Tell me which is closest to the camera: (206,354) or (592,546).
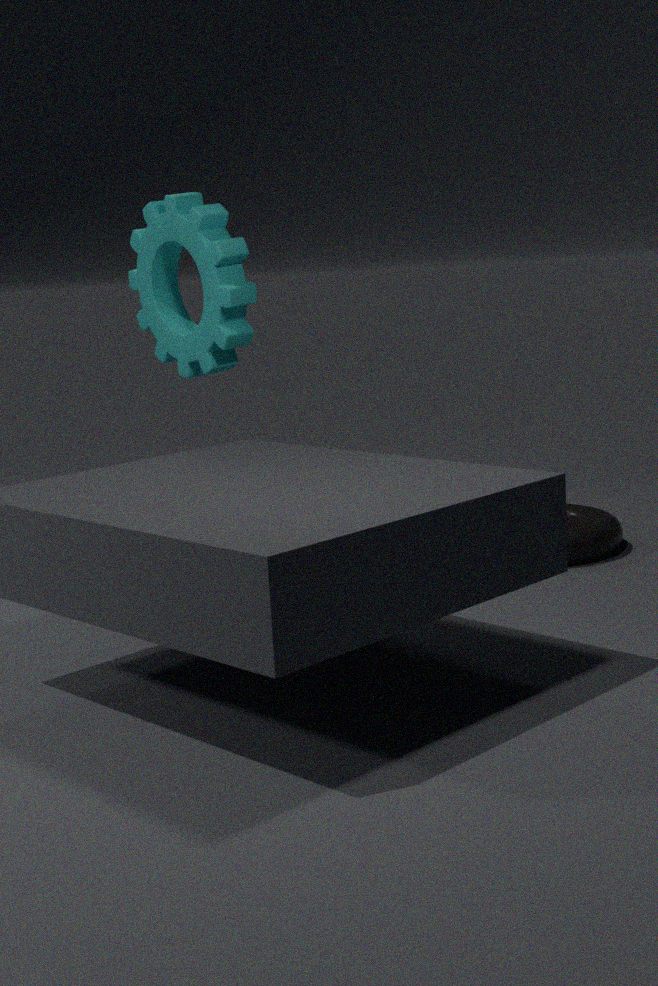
(206,354)
